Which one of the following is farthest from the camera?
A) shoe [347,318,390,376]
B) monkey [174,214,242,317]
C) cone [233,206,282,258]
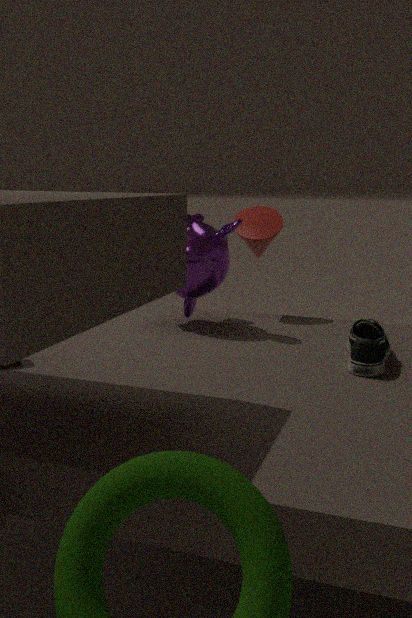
cone [233,206,282,258]
